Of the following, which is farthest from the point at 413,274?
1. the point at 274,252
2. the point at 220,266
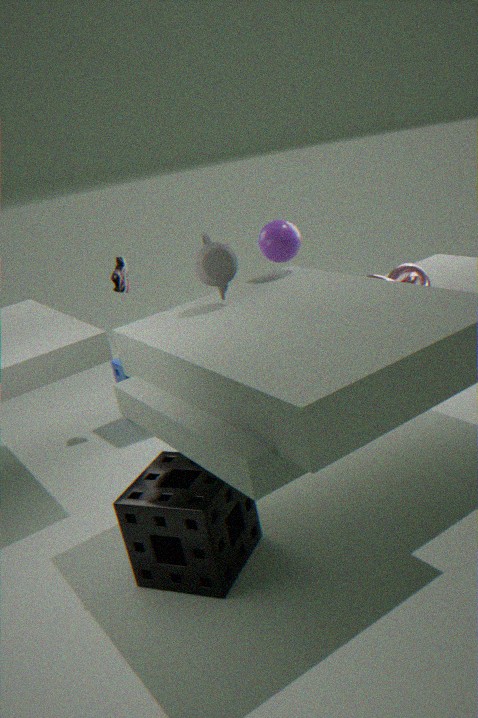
the point at 220,266
